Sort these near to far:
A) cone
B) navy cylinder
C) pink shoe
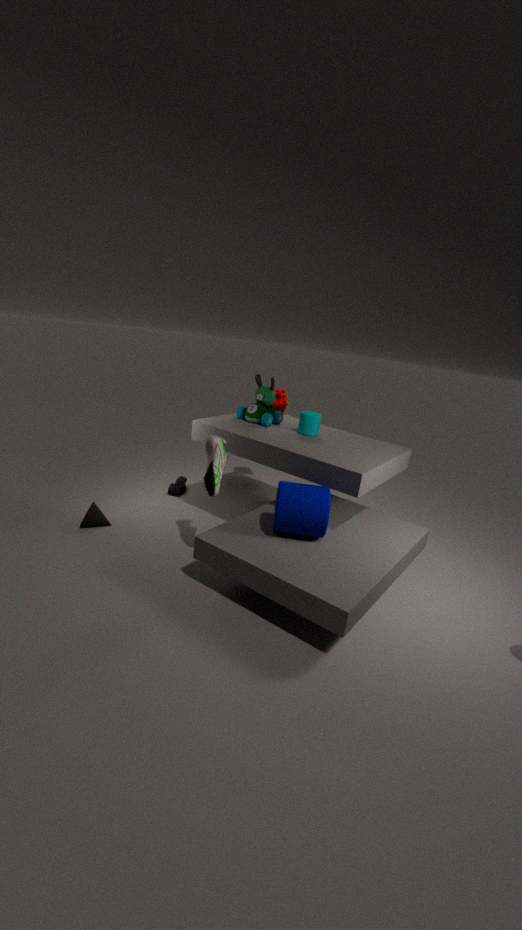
navy cylinder
cone
pink shoe
